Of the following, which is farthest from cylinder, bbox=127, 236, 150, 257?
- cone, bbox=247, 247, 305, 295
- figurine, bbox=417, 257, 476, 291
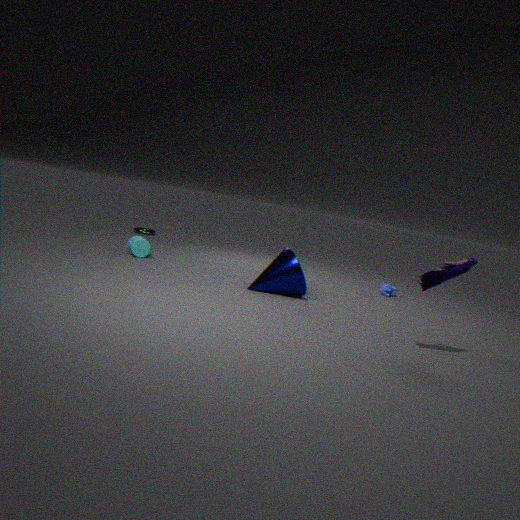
figurine, bbox=417, 257, 476, 291
